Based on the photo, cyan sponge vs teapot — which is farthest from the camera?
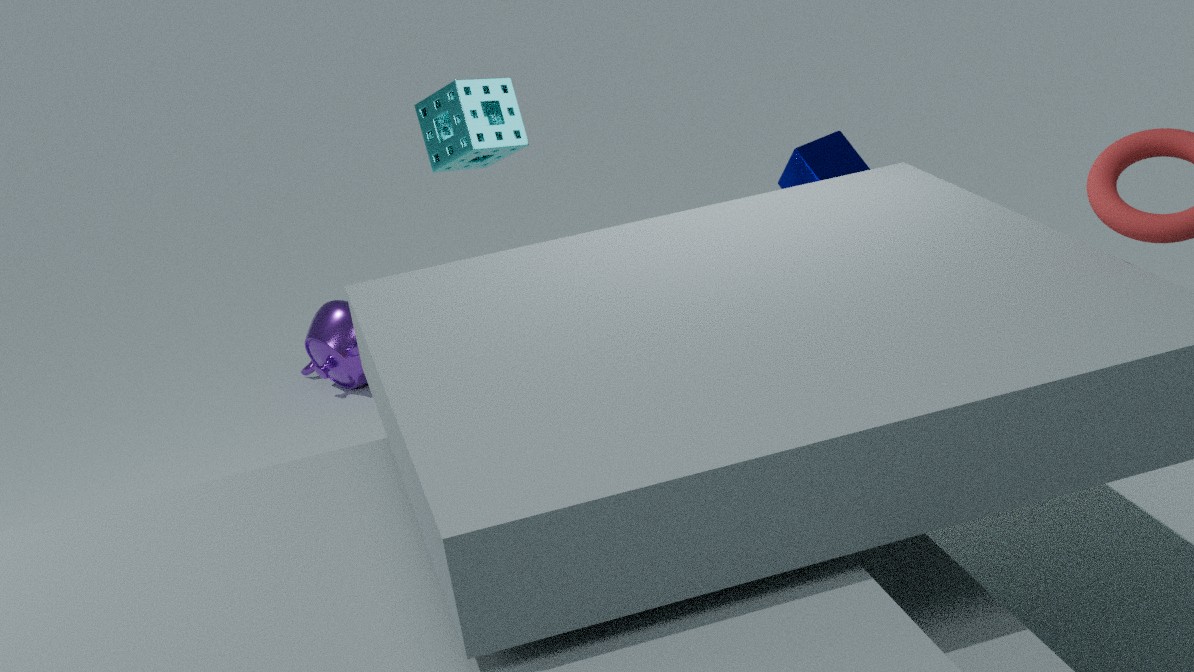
teapot
